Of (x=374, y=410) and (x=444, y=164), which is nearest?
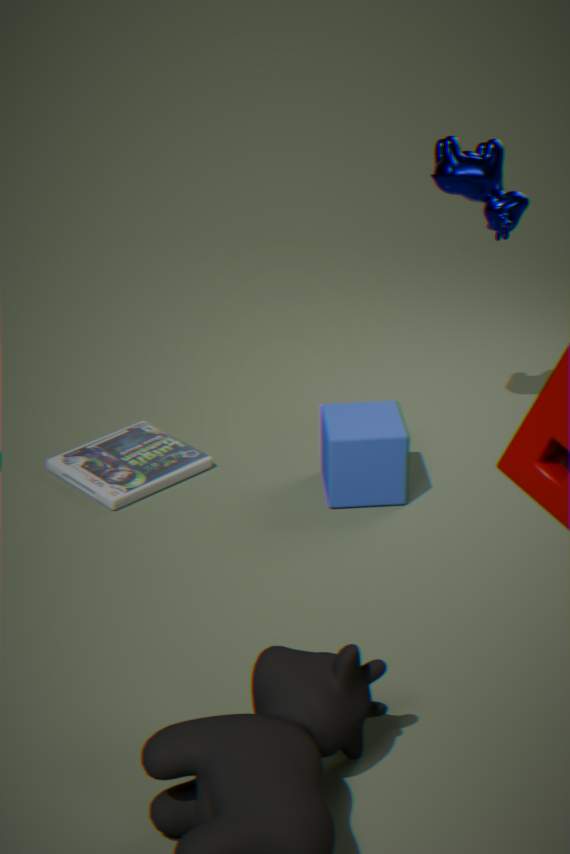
(x=444, y=164)
